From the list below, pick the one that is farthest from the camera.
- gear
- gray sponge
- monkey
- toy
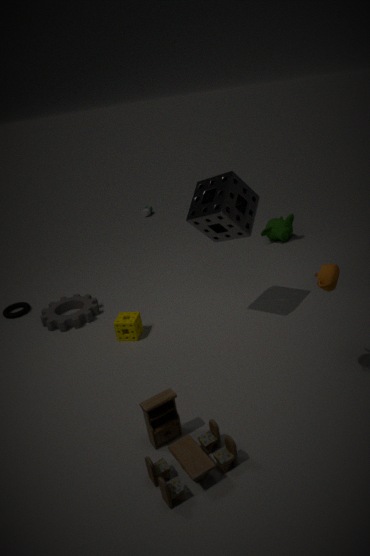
monkey
